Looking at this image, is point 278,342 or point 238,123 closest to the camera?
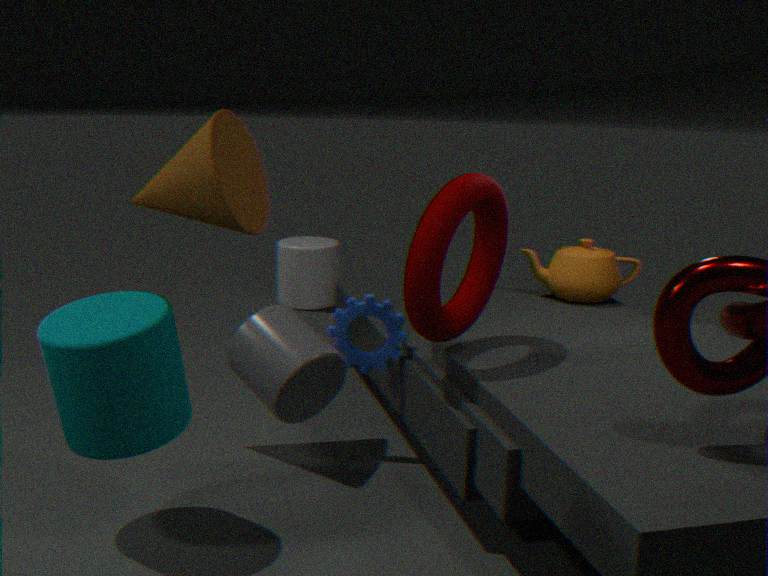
point 278,342
